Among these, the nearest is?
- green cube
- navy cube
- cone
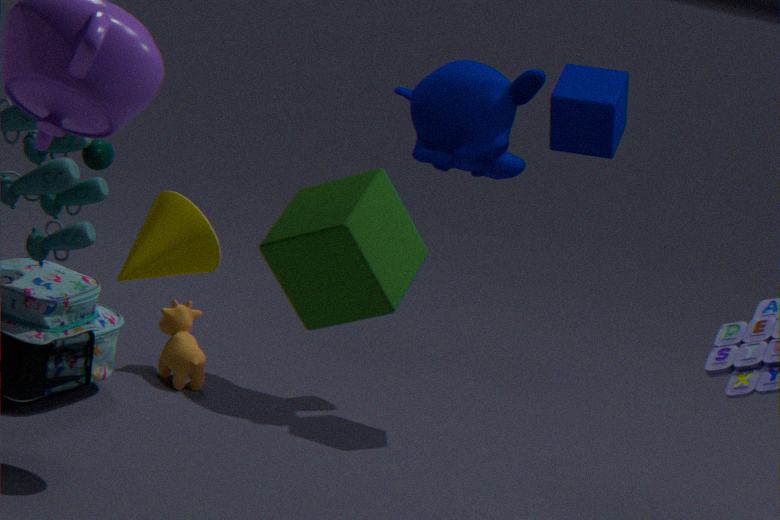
green cube
